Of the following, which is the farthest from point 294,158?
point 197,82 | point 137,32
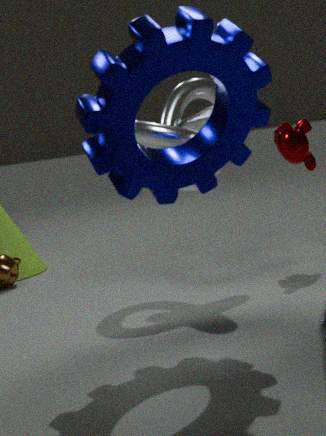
point 137,32
